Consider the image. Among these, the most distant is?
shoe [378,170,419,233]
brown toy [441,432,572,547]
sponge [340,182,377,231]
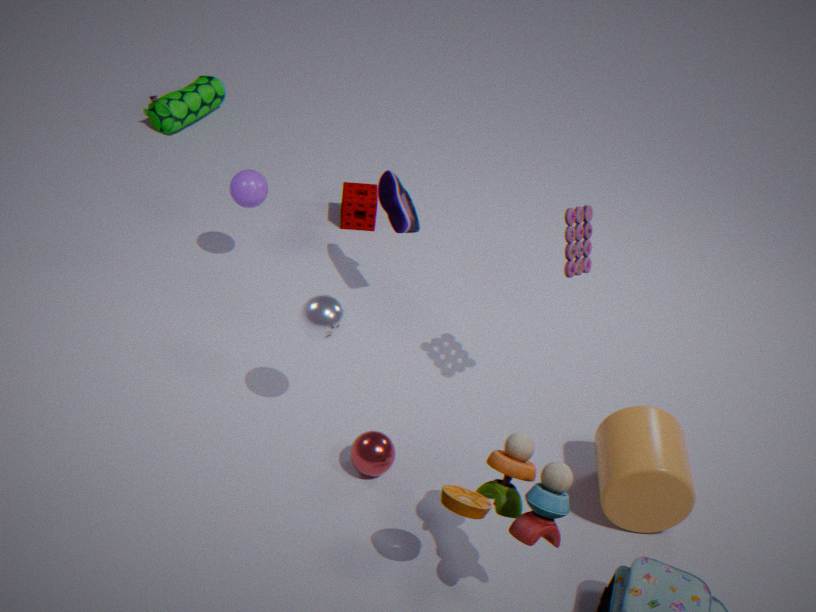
sponge [340,182,377,231]
